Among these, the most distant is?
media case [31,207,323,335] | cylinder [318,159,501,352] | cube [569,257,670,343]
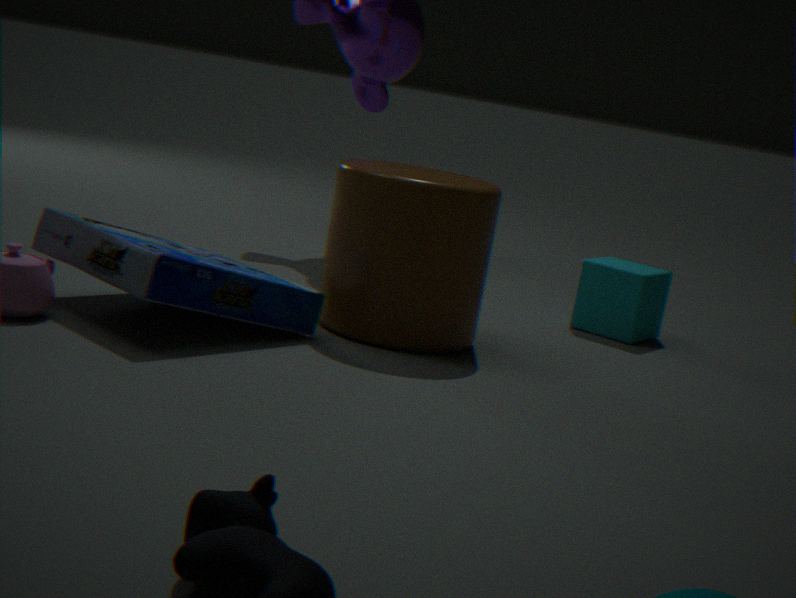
cube [569,257,670,343]
